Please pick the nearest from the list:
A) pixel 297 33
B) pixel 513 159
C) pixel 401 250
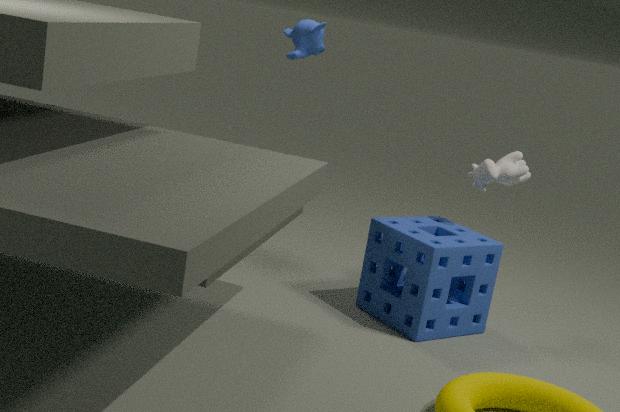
pixel 401 250
